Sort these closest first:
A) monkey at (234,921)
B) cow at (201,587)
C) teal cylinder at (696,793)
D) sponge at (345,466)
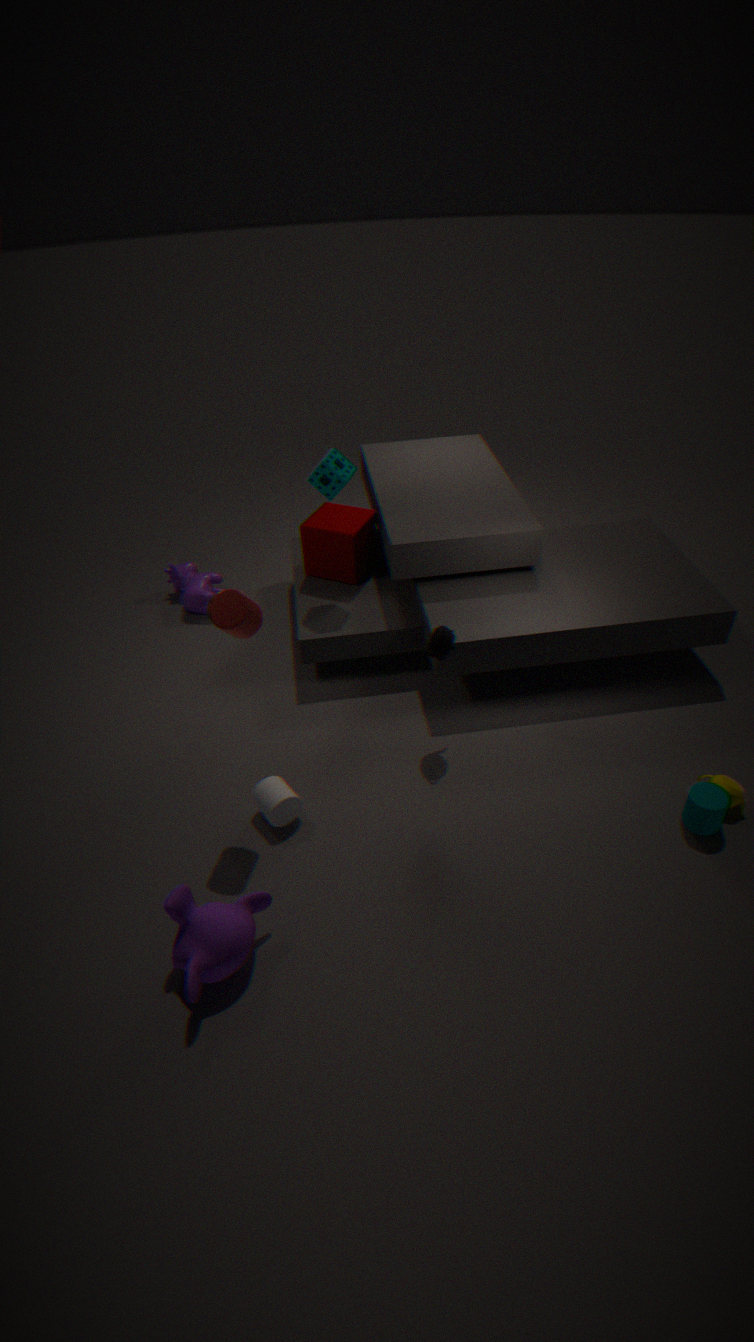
monkey at (234,921) < teal cylinder at (696,793) < sponge at (345,466) < cow at (201,587)
